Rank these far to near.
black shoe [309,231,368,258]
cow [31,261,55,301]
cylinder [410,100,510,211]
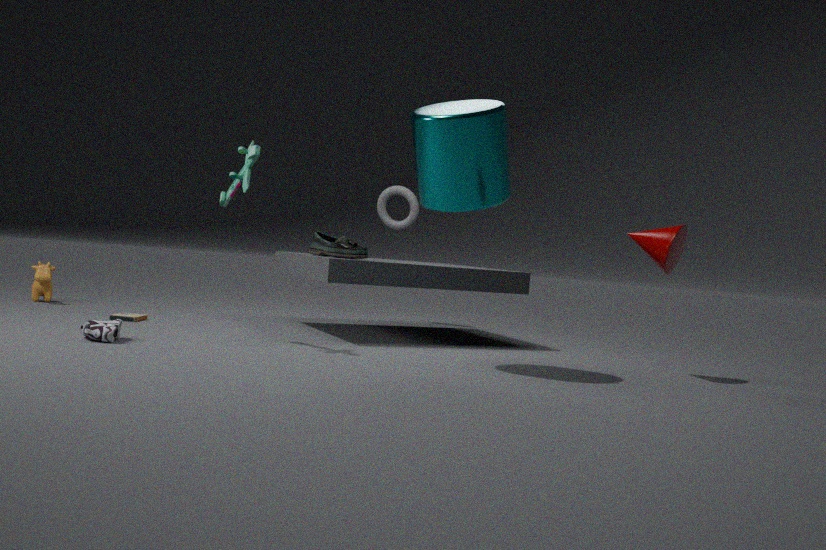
cow [31,261,55,301] → black shoe [309,231,368,258] → cylinder [410,100,510,211]
